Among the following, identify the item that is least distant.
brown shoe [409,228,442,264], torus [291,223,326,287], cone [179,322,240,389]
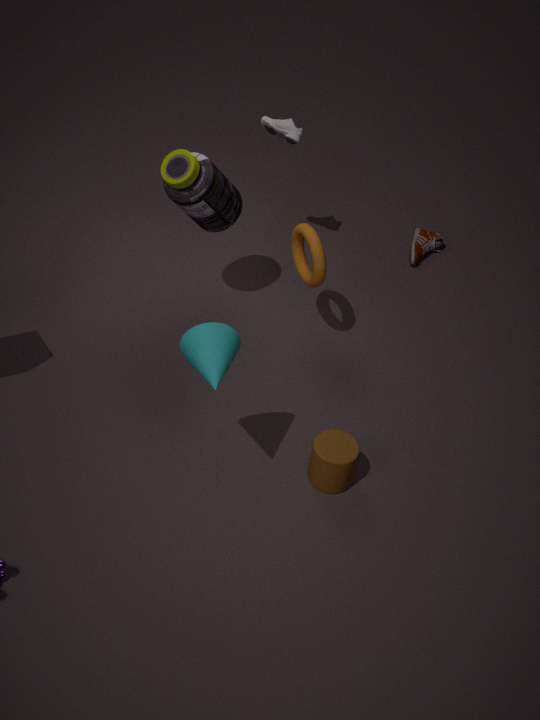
cone [179,322,240,389]
